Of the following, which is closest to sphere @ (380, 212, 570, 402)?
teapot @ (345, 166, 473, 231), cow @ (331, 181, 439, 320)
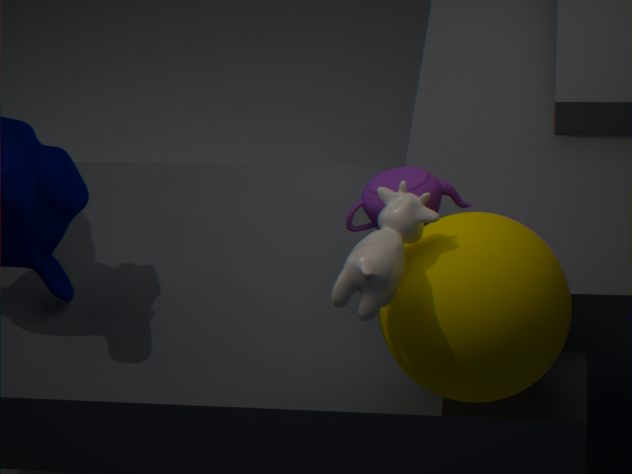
cow @ (331, 181, 439, 320)
